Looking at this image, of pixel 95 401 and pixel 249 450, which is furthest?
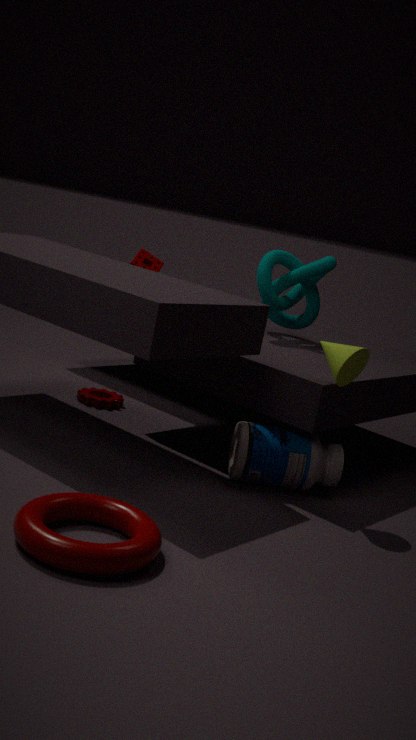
pixel 95 401
